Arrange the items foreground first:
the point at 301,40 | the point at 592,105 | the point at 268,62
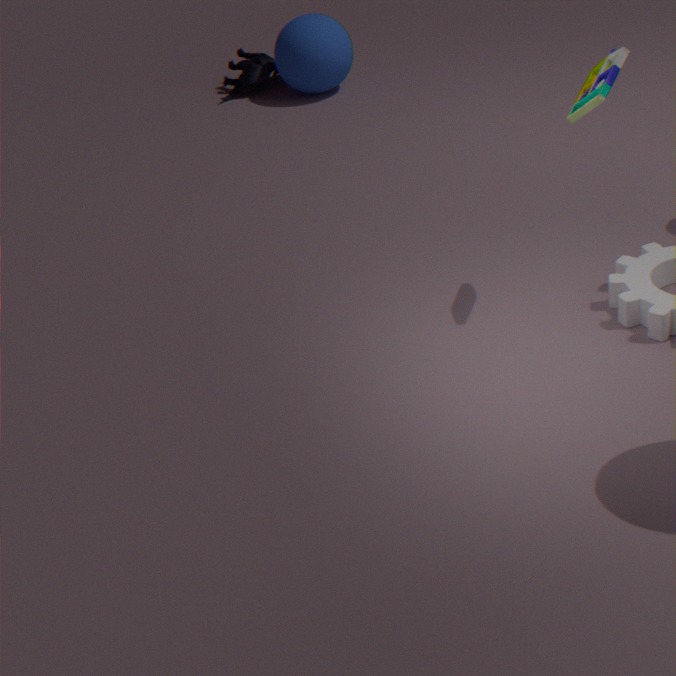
the point at 592,105 < the point at 301,40 < the point at 268,62
